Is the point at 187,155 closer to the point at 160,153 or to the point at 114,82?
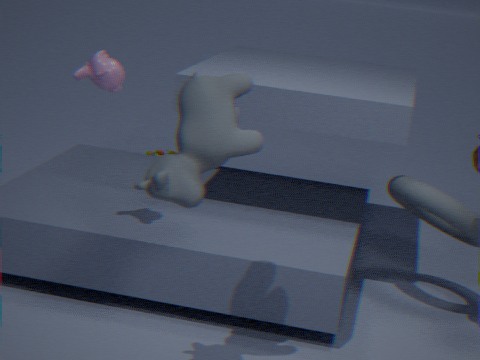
the point at 114,82
